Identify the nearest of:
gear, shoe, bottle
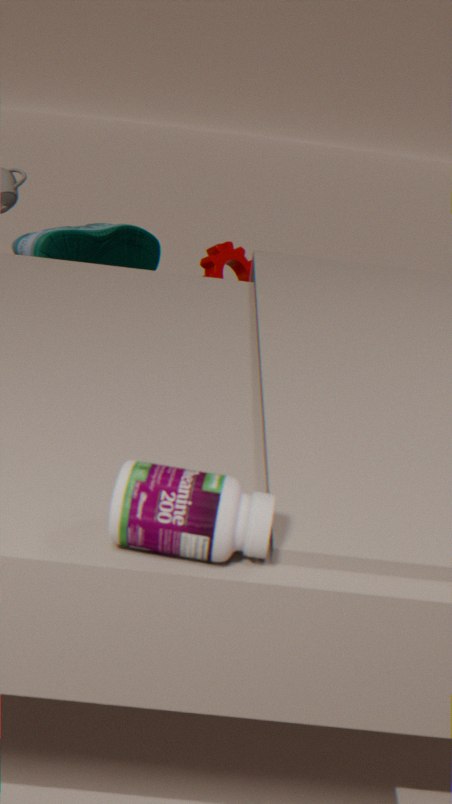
bottle
